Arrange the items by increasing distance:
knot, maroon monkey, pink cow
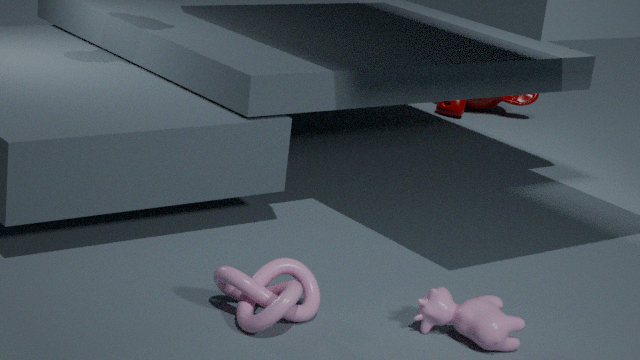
knot, pink cow, maroon monkey
